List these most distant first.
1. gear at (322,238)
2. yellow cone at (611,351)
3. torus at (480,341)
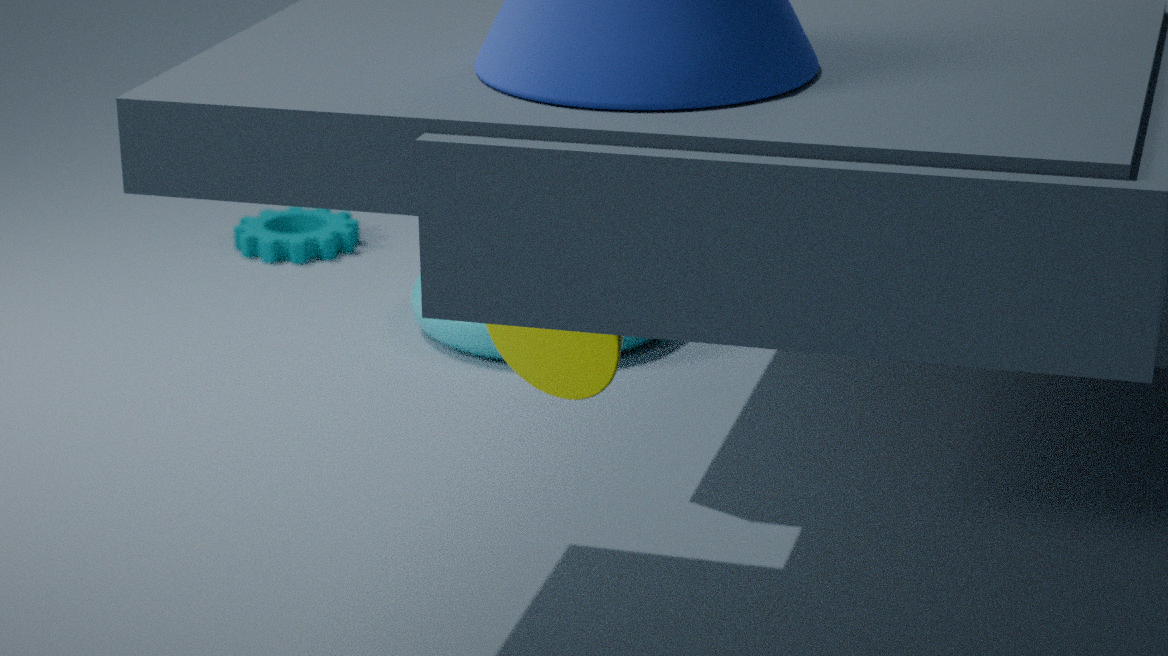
gear at (322,238)
torus at (480,341)
yellow cone at (611,351)
